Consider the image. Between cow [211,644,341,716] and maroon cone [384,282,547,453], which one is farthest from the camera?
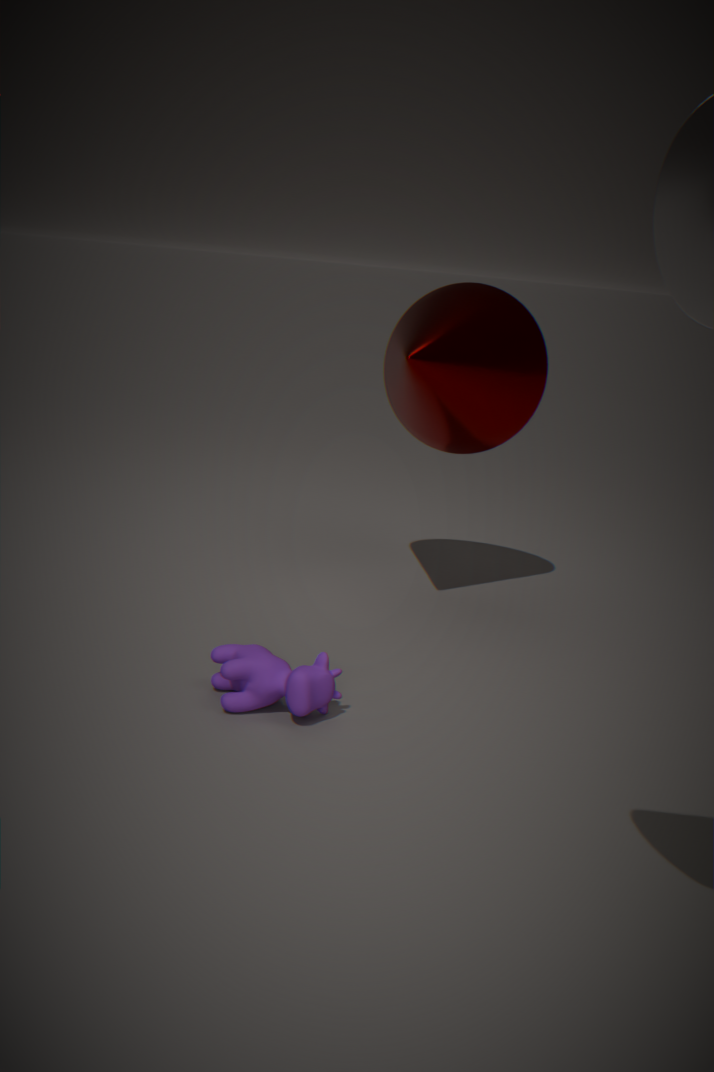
maroon cone [384,282,547,453]
